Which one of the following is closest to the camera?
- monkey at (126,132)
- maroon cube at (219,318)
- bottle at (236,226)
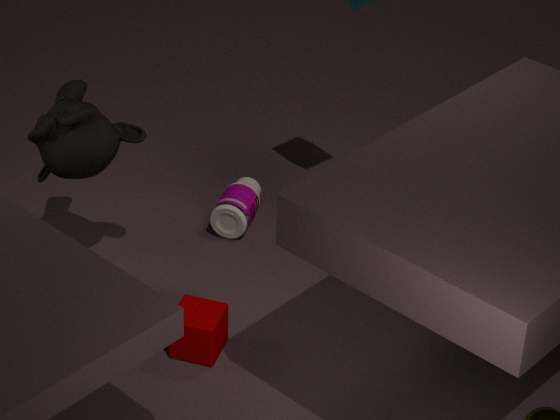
maroon cube at (219,318)
